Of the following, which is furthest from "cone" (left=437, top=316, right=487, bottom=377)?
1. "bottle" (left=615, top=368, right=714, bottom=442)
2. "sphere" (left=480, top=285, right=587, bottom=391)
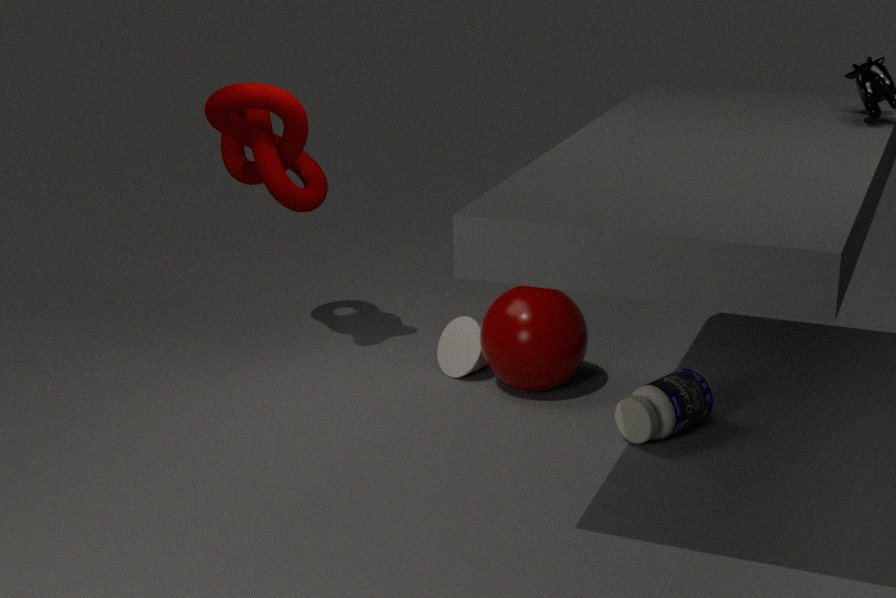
"bottle" (left=615, top=368, right=714, bottom=442)
